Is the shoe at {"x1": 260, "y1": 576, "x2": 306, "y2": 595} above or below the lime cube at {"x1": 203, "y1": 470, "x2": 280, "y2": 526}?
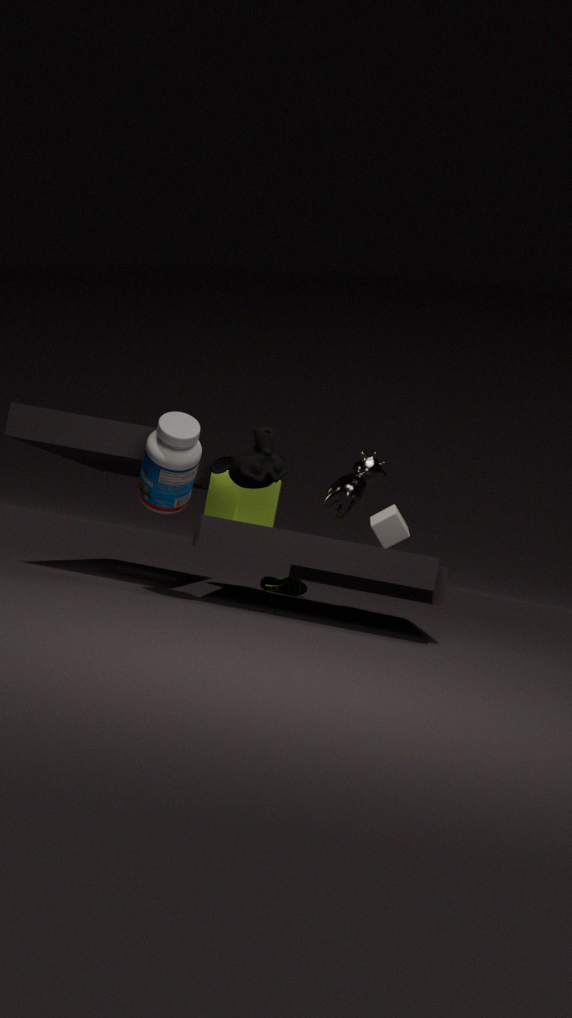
below
